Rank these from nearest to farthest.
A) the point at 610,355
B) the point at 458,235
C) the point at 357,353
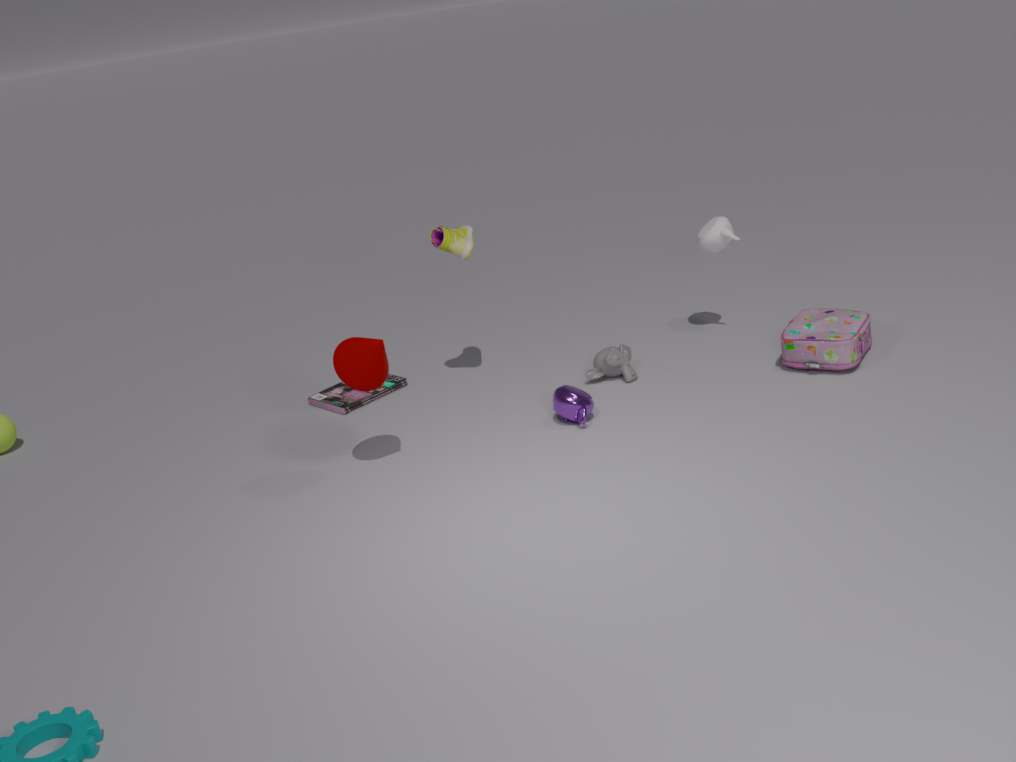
the point at 357,353 < the point at 458,235 < the point at 610,355
